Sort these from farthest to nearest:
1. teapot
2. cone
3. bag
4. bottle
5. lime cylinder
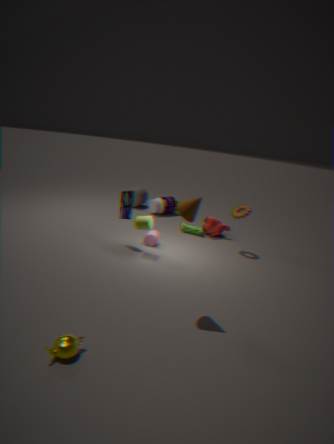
bottle, bag, lime cylinder, cone, teapot
